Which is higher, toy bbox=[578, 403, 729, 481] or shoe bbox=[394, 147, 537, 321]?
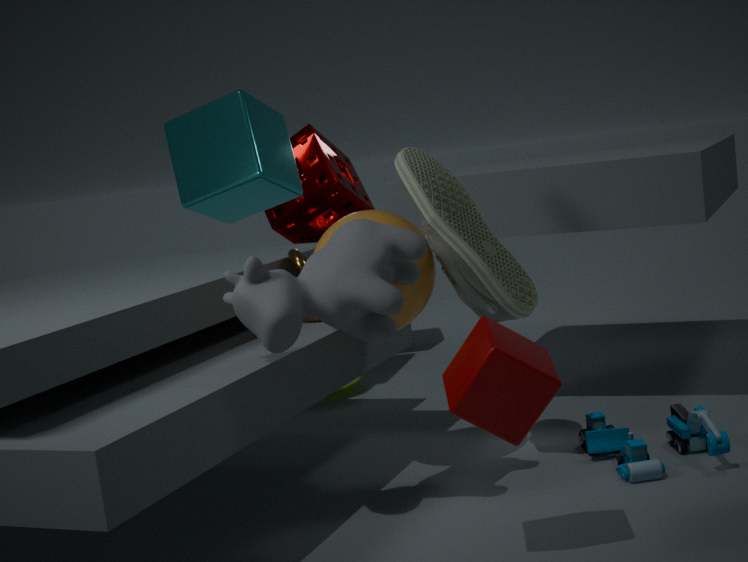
shoe bbox=[394, 147, 537, 321]
